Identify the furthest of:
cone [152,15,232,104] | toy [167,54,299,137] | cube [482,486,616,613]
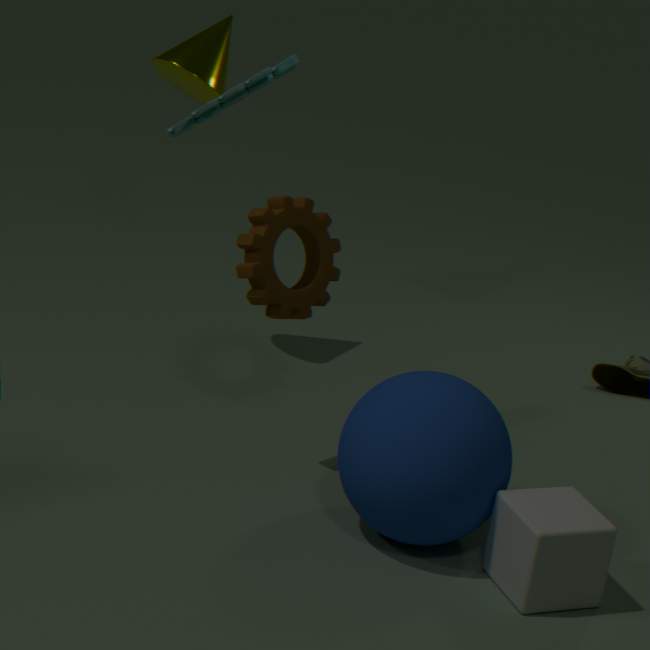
cone [152,15,232,104]
